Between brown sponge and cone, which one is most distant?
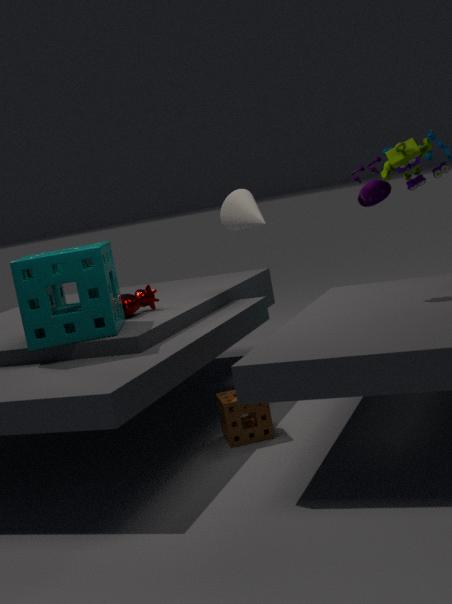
cone
